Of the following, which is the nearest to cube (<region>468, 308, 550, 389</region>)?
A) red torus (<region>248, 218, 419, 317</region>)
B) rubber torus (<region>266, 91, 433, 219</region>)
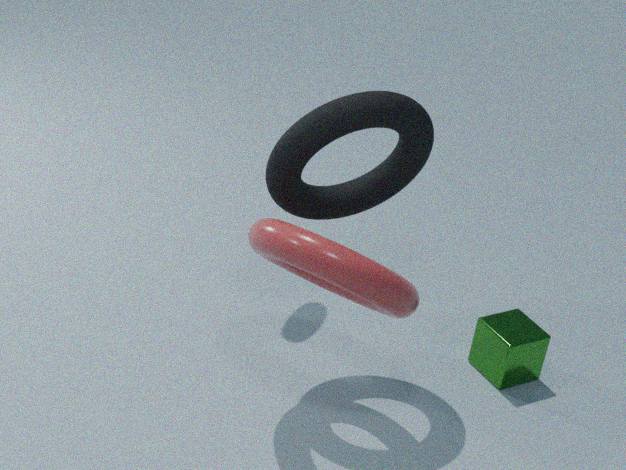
red torus (<region>248, 218, 419, 317</region>)
